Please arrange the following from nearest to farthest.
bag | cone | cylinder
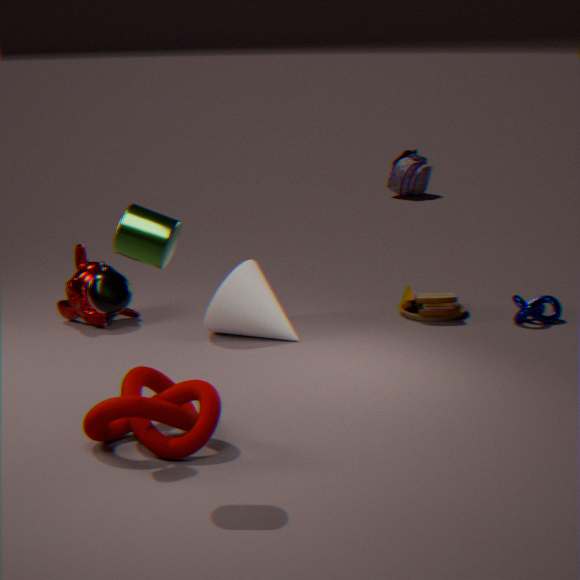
cylinder → cone → bag
